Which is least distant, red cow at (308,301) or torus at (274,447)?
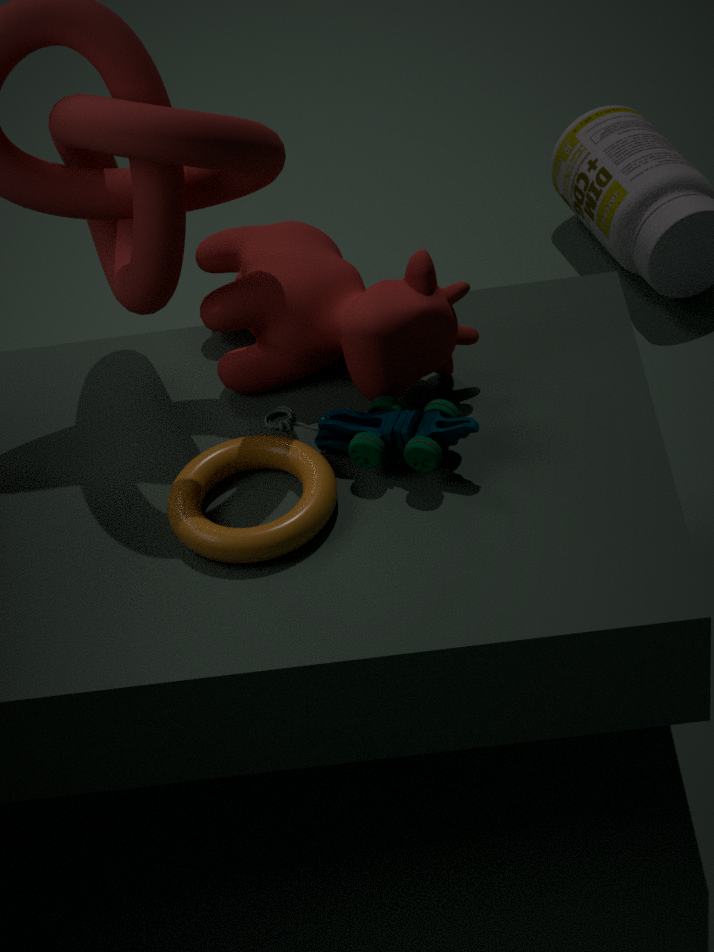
torus at (274,447)
